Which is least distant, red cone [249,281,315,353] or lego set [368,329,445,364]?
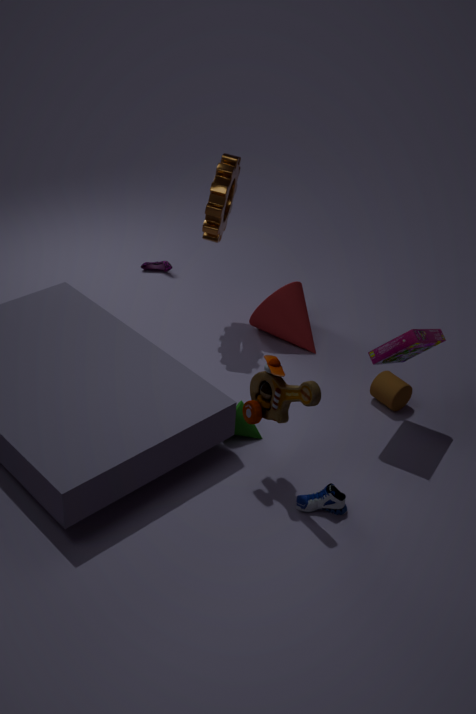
lego set [368,329,445,364]
